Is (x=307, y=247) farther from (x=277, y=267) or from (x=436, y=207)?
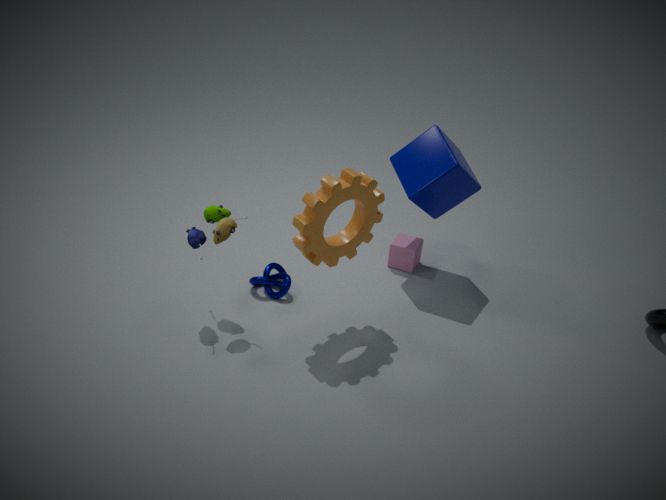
(x=436, y=207)
